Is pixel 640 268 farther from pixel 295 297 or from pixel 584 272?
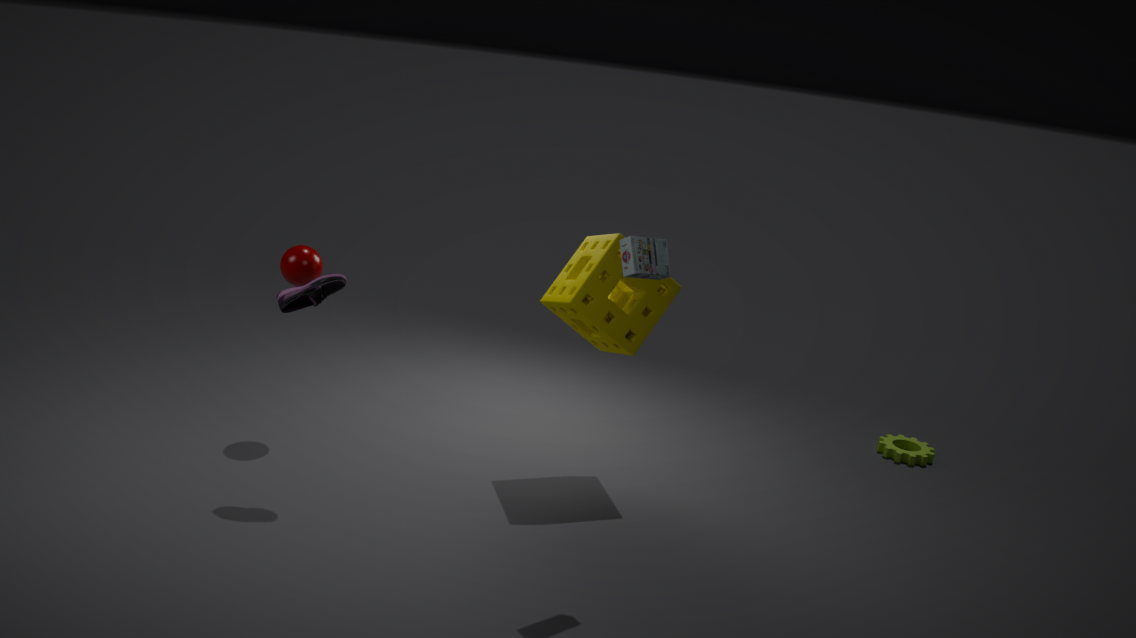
pixel 295 297
